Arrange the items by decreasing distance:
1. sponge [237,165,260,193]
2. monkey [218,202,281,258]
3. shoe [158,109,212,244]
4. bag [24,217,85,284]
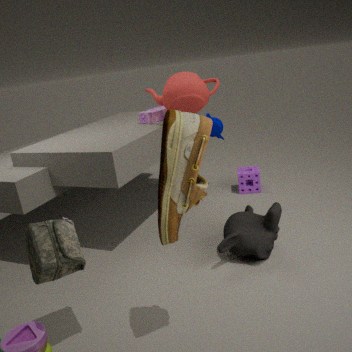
sponge [237,165,260,193] < monkey [218,202,281,258] < bag [24,217,85,284] < shoe [158,109,212,244]
